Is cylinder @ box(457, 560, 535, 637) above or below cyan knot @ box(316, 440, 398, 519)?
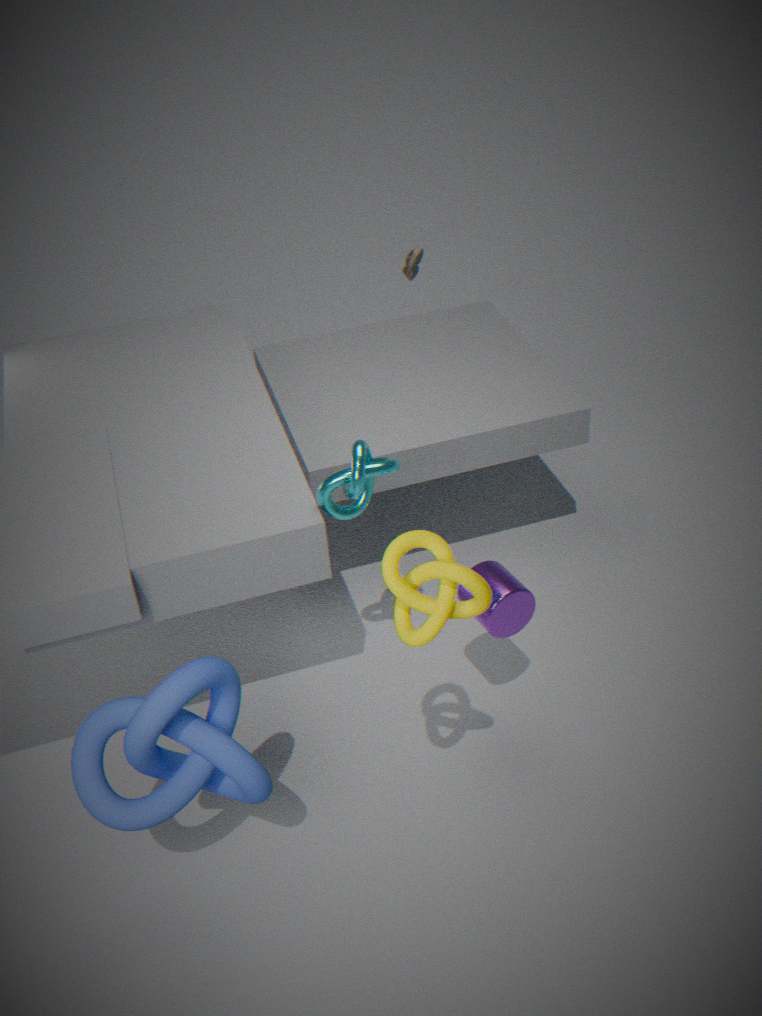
below
